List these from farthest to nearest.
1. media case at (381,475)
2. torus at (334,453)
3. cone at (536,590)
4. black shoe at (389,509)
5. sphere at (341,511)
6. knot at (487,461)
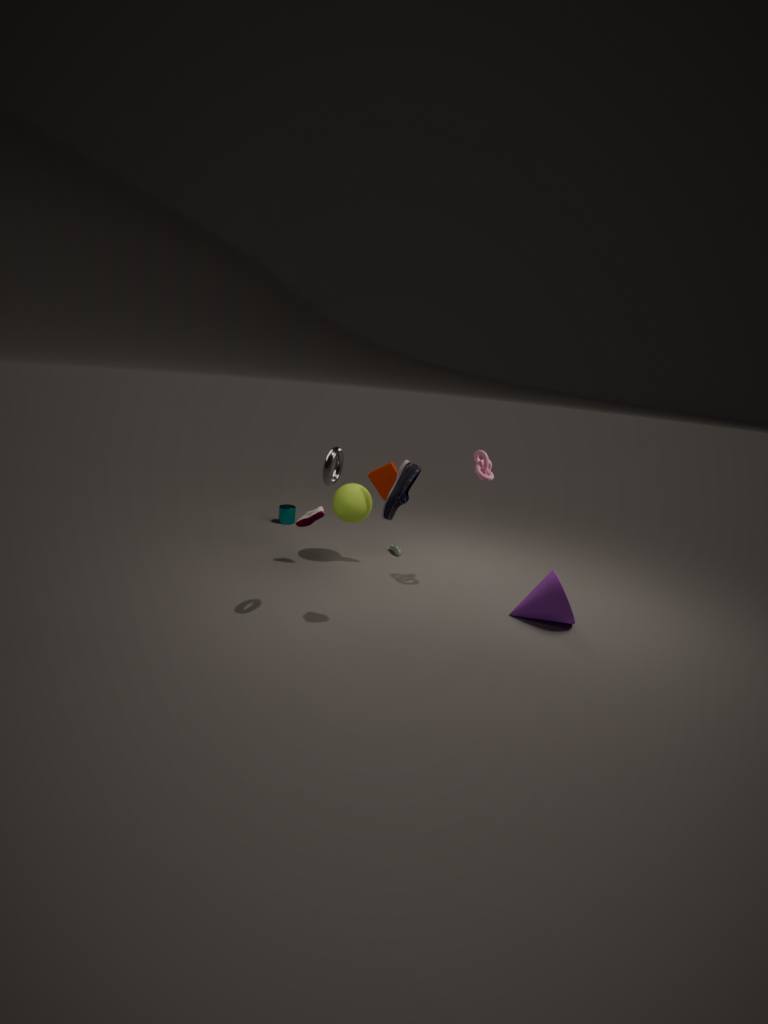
sphere at (341,511), media case at (381,475), knot at (487,461), cone at (536,590), black shoe at (389,509), torus at (334,453)
